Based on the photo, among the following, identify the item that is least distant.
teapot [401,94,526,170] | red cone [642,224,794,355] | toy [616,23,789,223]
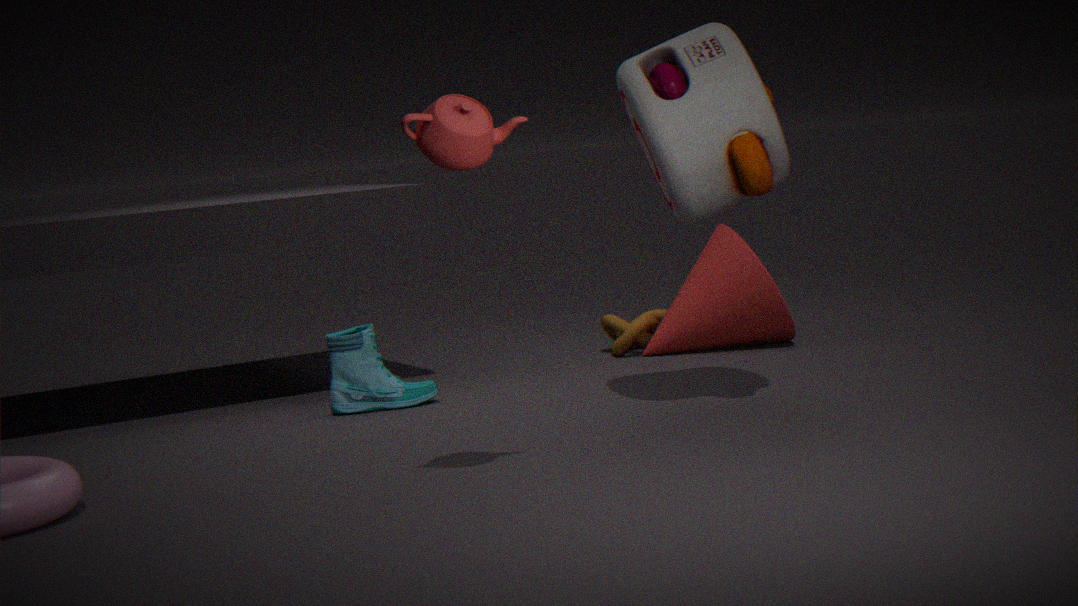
teapot [401,94,526,170]
